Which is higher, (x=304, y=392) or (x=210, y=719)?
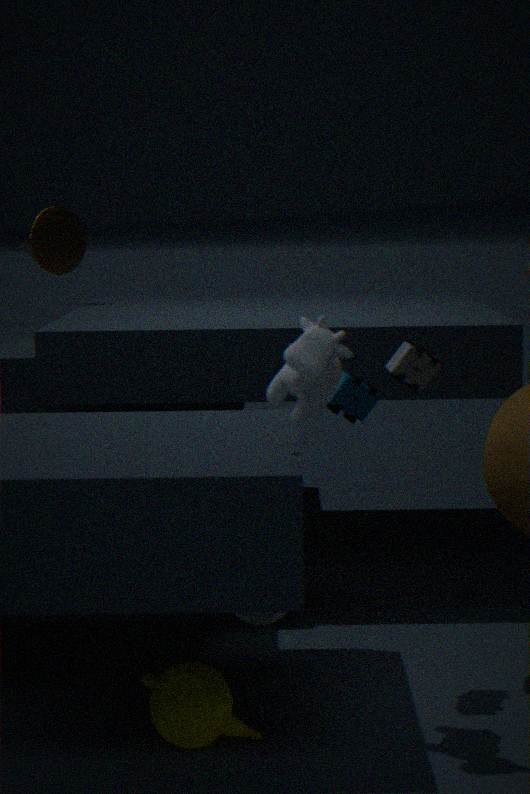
(x=304, y=392)
